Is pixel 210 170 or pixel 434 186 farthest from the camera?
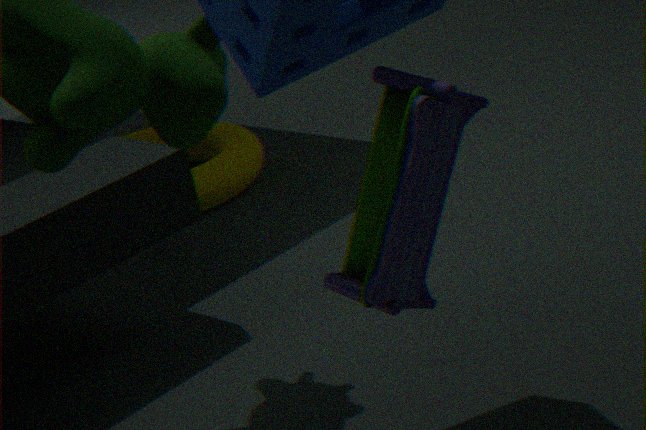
pixel 210 170
